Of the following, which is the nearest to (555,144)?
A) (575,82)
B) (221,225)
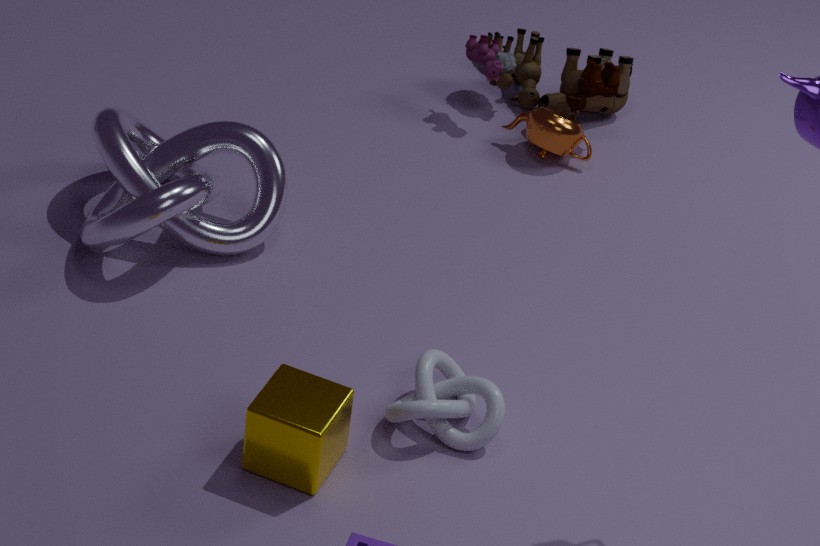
(575,82)
